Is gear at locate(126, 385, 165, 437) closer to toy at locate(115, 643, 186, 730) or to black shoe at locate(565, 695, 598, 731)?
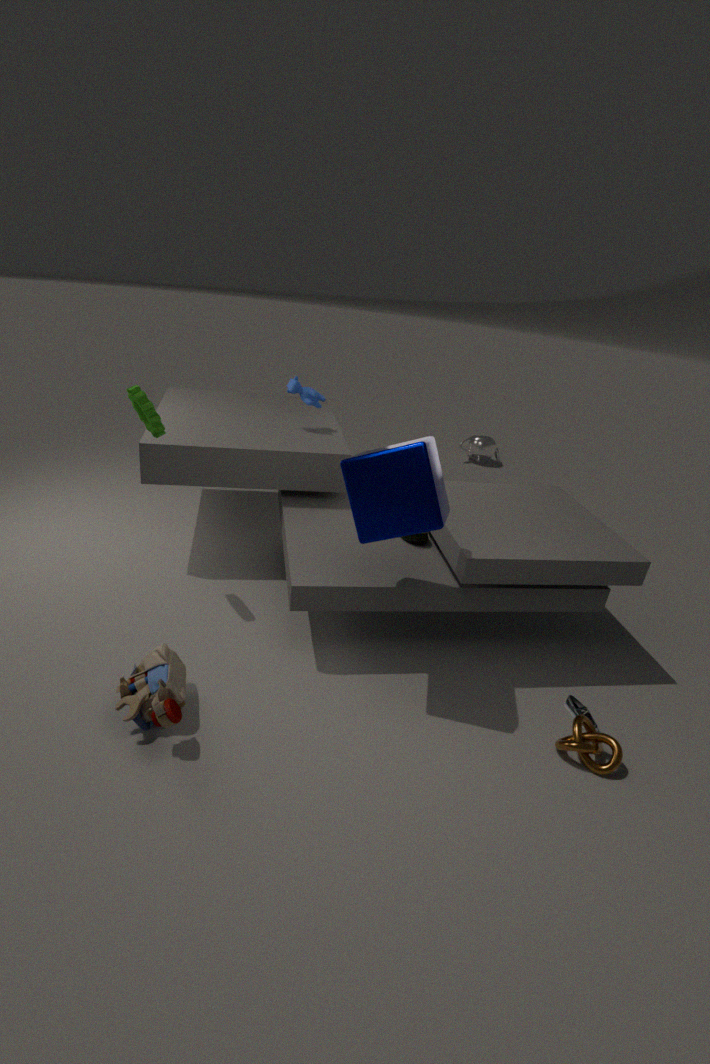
toy at locate(115, 643, 186, 730)
